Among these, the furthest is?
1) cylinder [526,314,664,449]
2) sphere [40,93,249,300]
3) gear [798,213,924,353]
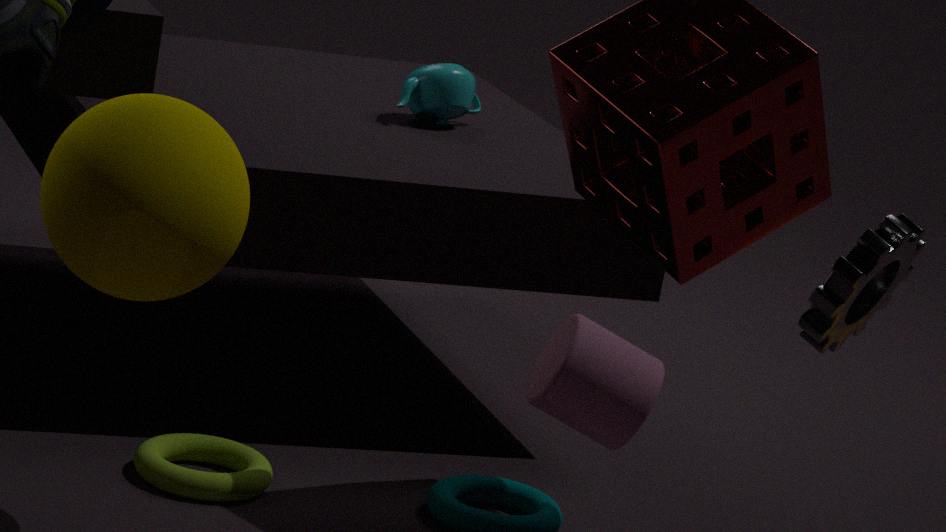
1. cylinder [526,314,664,449]
